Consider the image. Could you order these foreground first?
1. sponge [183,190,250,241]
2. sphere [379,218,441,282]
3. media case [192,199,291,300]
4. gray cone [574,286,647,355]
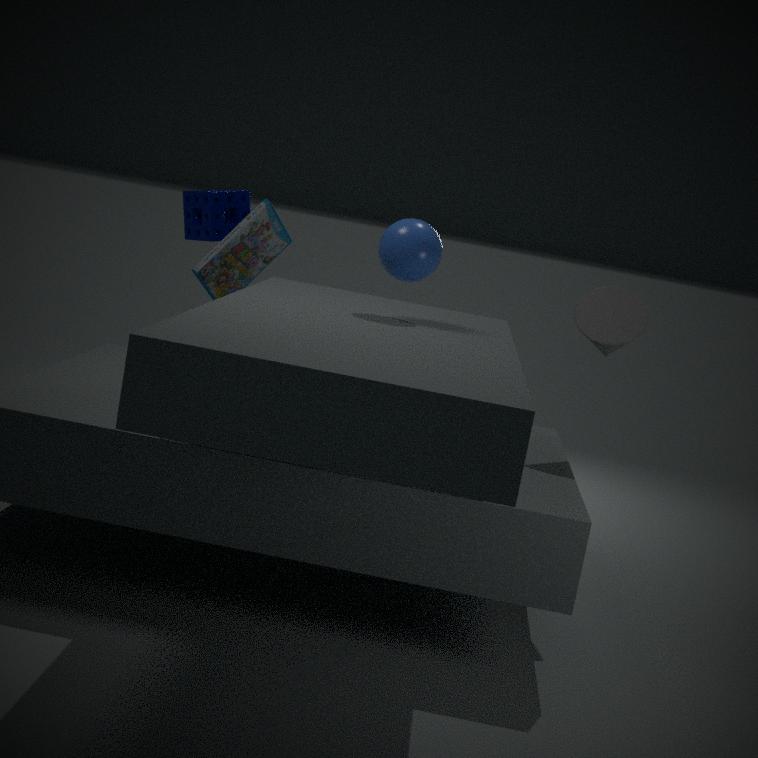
1. sphere [379,218,441,282]
2. gray cone [574,286,647,355]
3. media case [192,199,291,300]
4. sponge [183,190,250,241]
